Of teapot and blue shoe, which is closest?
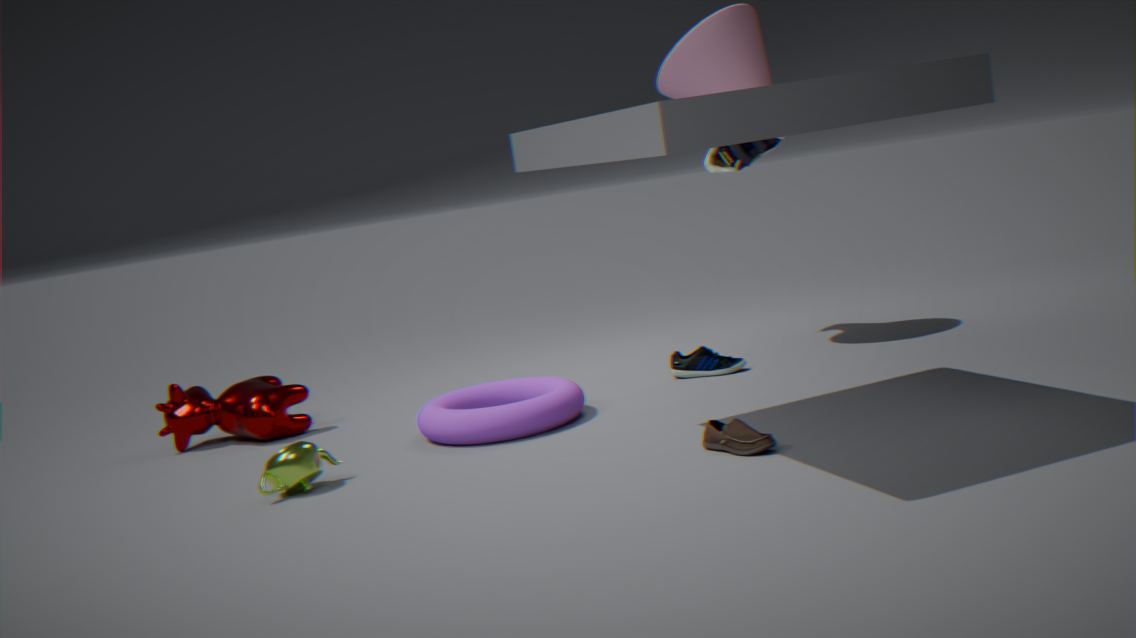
teapot
